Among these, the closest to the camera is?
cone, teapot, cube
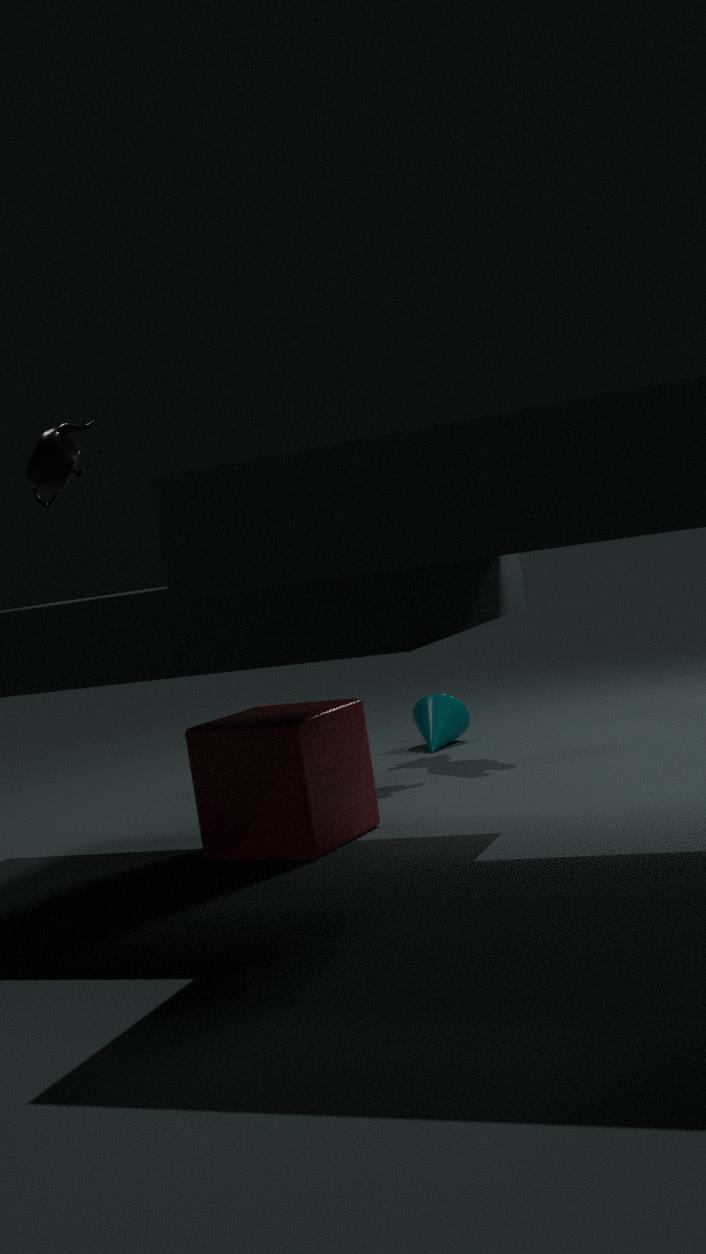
teapot
